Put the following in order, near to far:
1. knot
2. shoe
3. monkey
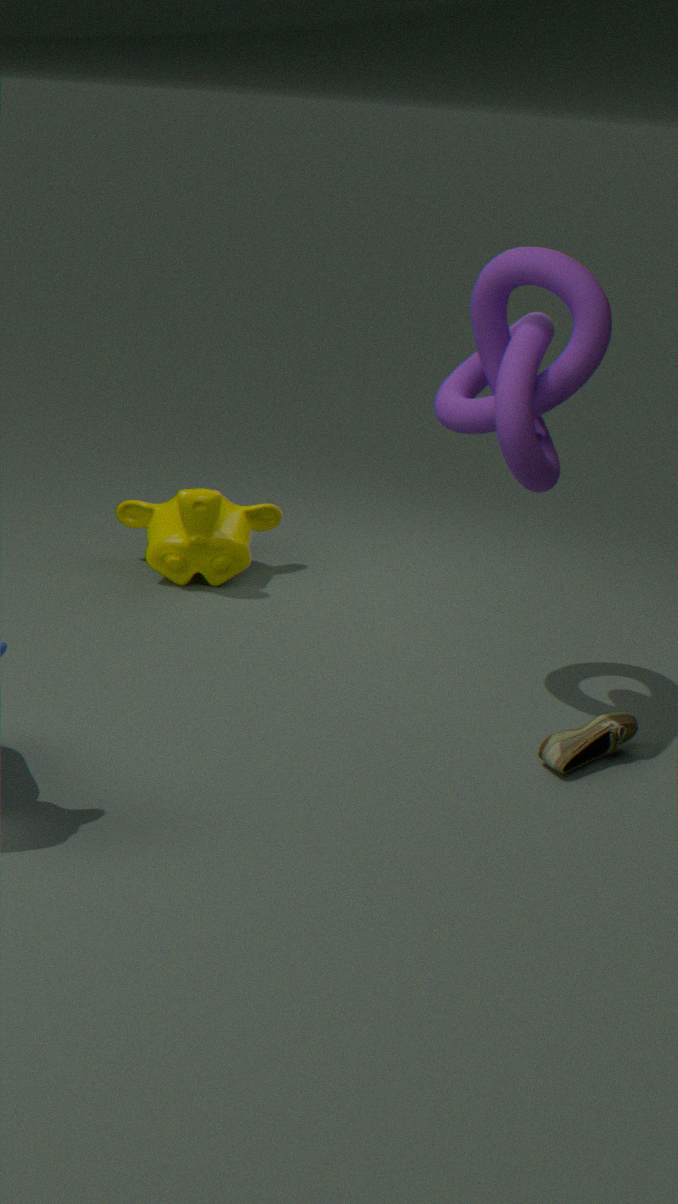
knot < shoe < monkey
